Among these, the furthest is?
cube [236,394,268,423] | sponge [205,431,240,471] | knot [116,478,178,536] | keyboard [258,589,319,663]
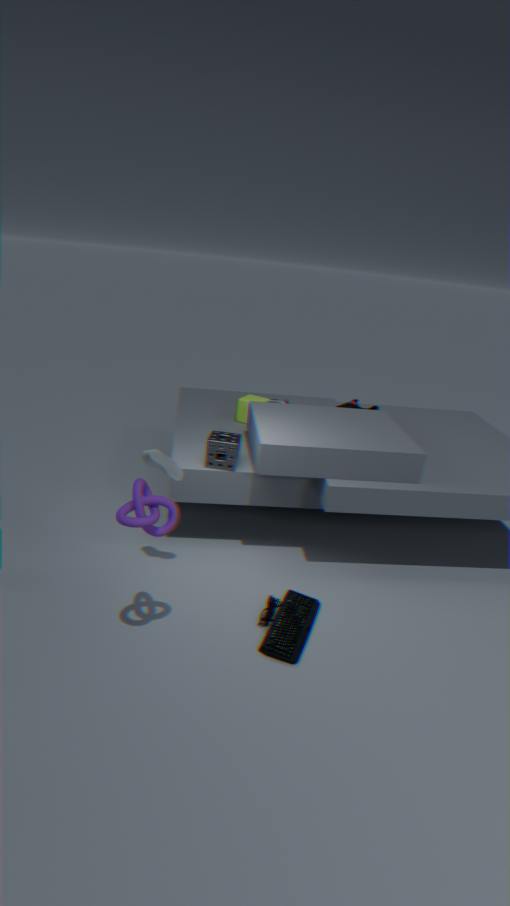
cube [236,394,268,423]
